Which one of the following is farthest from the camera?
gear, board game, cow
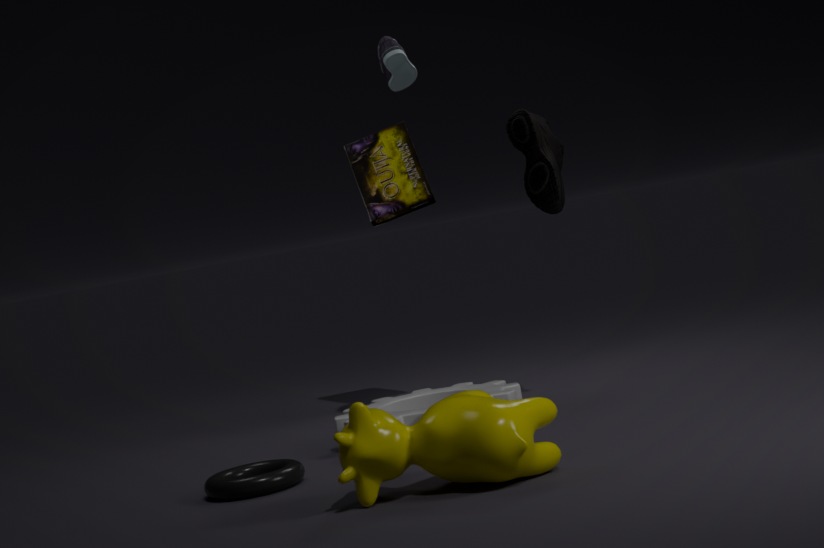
board game
